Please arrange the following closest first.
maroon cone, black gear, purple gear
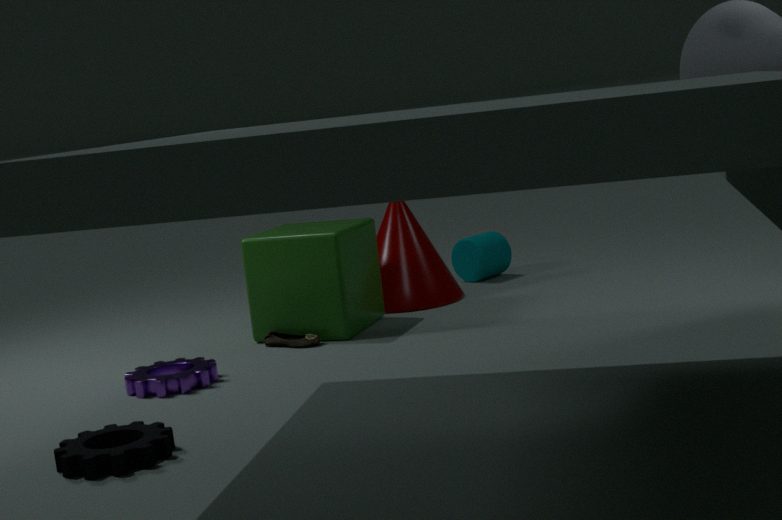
black gear
purple gear
maroon cone
